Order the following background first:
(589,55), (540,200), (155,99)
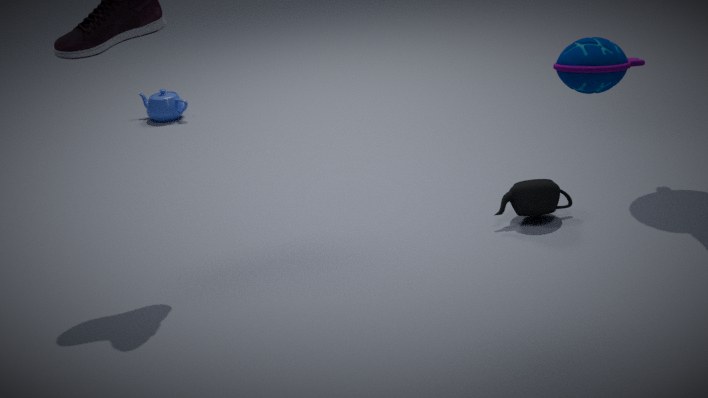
(155,99) → (540,200) → (589,55)
